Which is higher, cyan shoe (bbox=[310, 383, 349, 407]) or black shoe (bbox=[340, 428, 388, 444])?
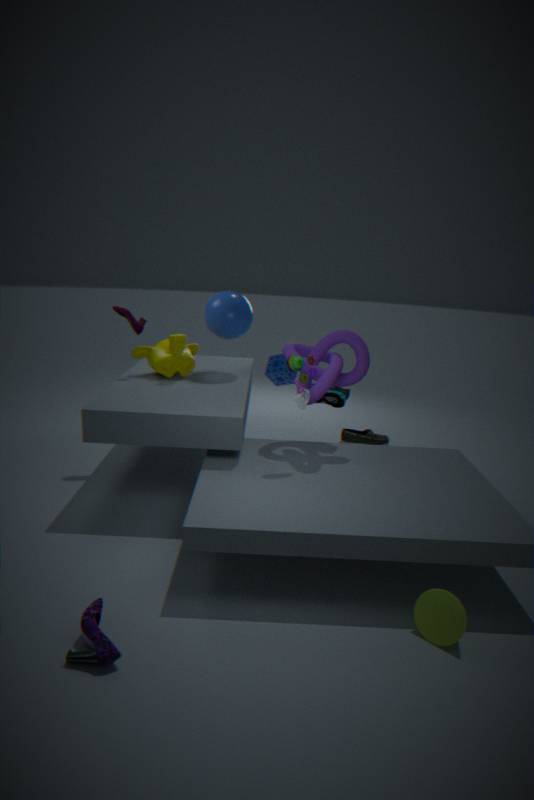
cyan shoe (bbox=[310, 383, 349, 407])
